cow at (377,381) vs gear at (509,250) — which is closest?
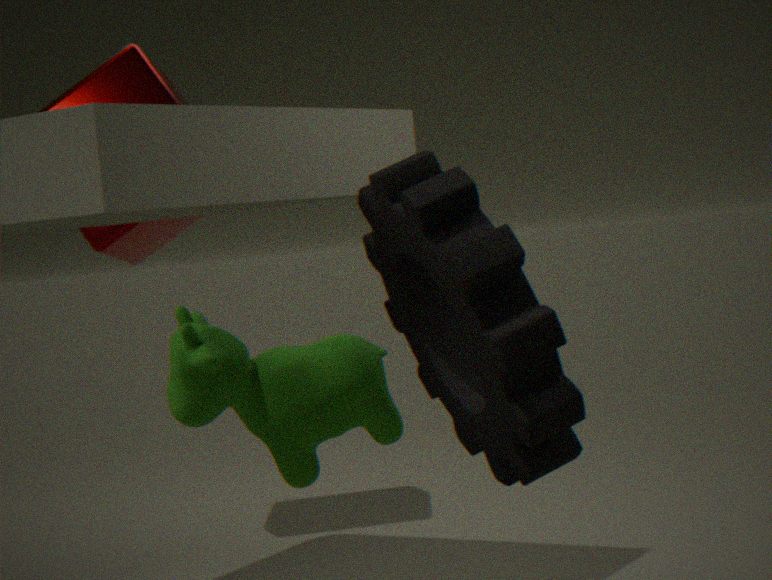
cow at (377,381)
